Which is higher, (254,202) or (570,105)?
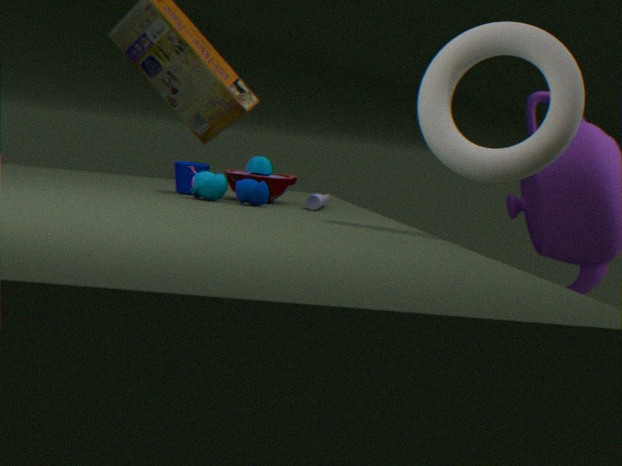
(570,105)
